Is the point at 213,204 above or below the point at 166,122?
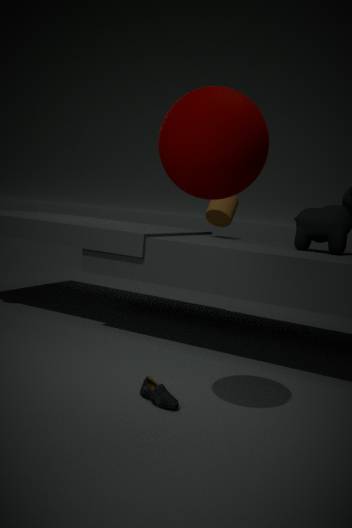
below
